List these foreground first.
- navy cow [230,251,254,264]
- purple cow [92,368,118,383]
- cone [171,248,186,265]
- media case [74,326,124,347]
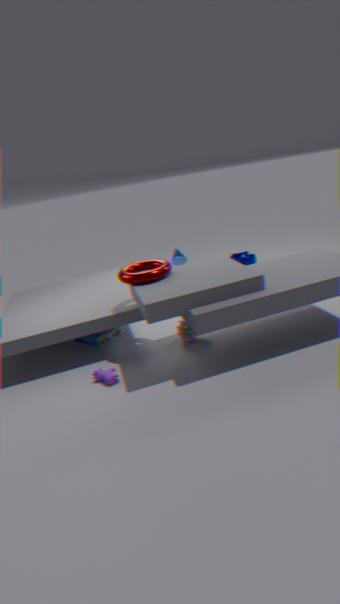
purple cow [92,368,118,383]
media case [74,326,124,347]
cone [171,248,186,265]
navy cow [230,251,254,264]
